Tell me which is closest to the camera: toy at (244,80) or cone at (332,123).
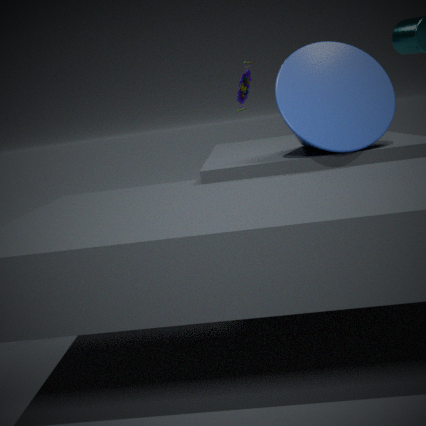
cone at (332,123)
